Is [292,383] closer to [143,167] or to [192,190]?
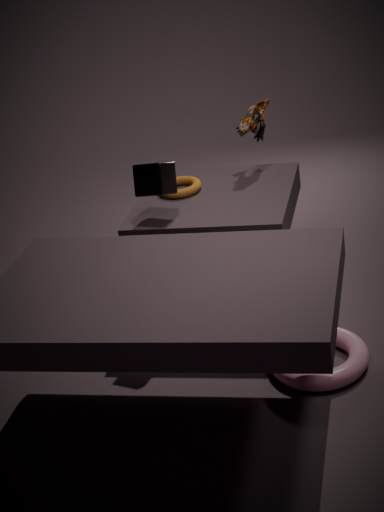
[143,167]
